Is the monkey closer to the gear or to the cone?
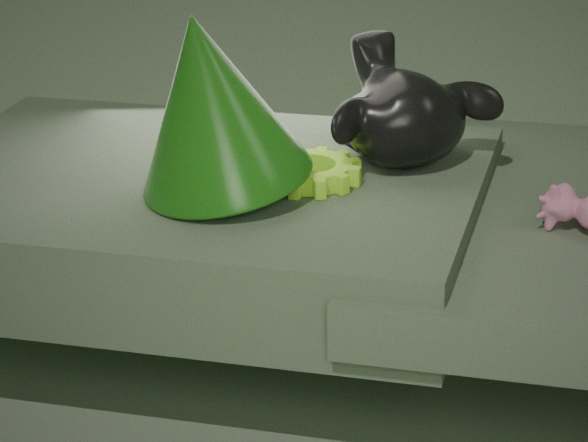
the gear
